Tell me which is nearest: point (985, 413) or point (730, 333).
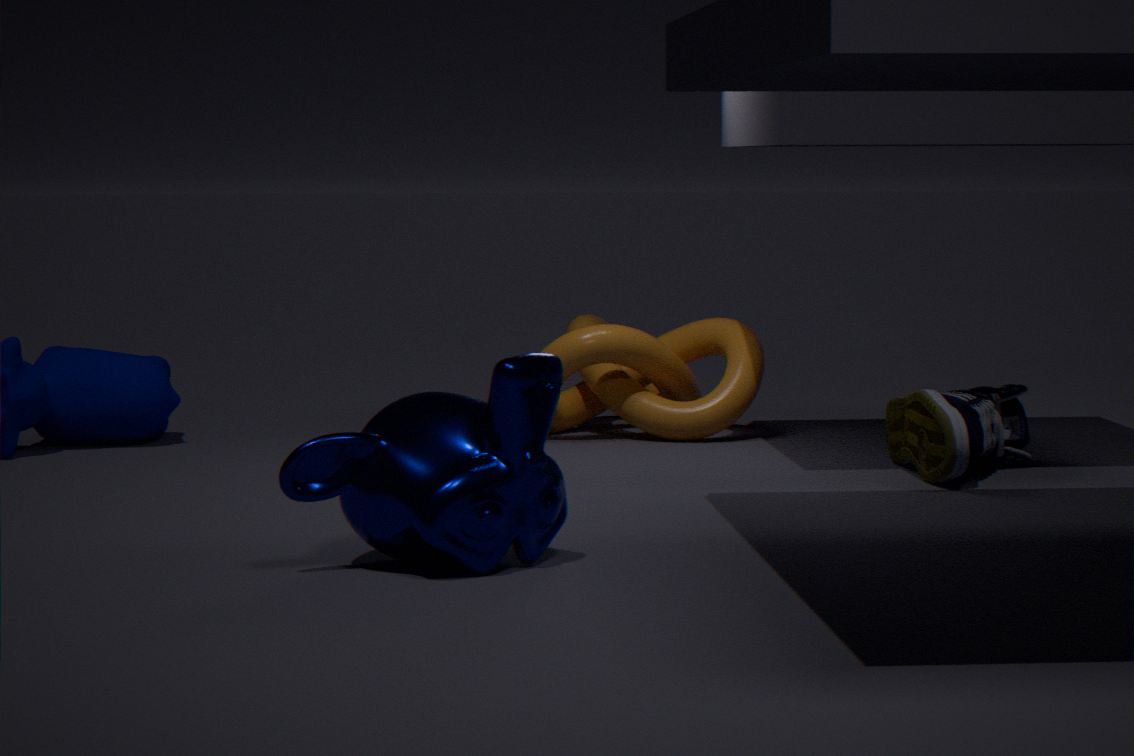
point (985, 413)
